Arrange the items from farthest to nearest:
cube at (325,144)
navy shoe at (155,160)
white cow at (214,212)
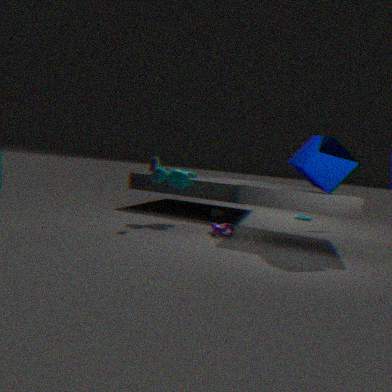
white cow at (214,212), navy shoe at (155,160), cube at (325,144)
